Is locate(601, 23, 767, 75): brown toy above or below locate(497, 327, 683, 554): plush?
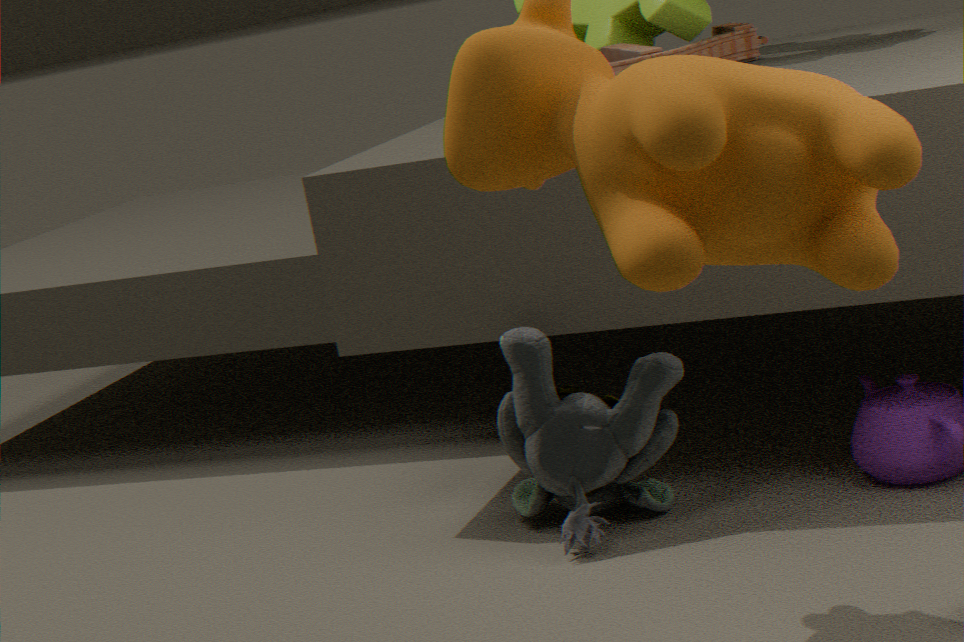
above
